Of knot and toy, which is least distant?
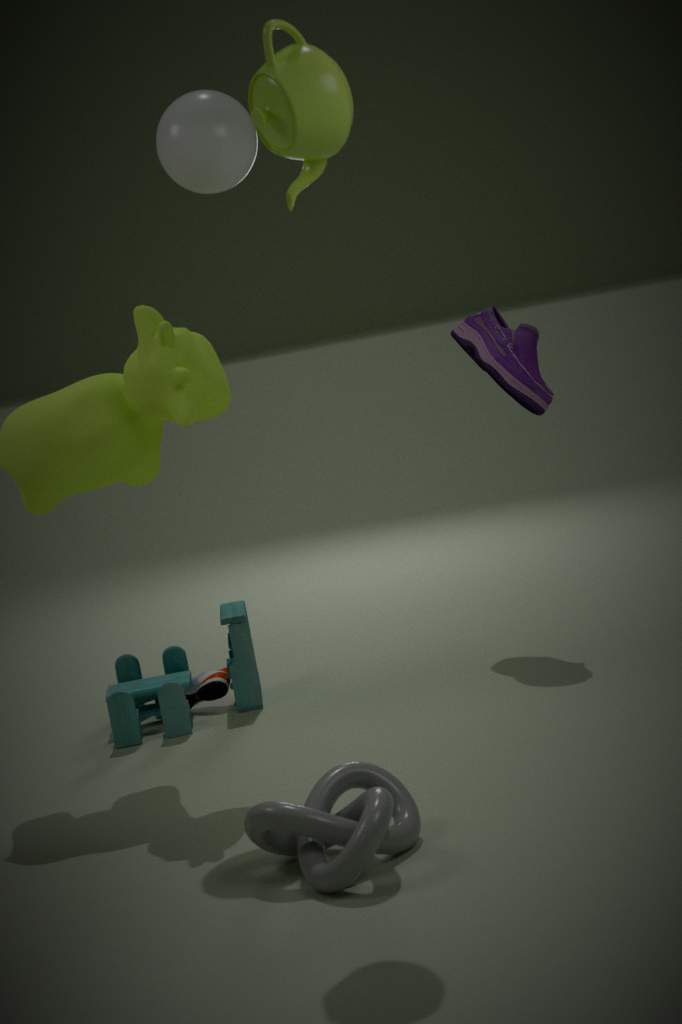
knot
